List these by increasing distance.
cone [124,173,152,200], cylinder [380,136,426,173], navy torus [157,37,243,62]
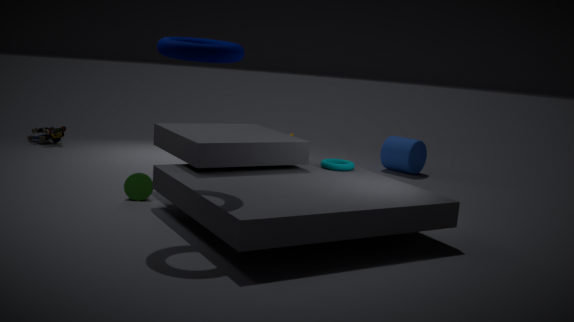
navy torus [157,37,243,62] → cone [124,173,152,200] → cylinder [380,136,426,173]
